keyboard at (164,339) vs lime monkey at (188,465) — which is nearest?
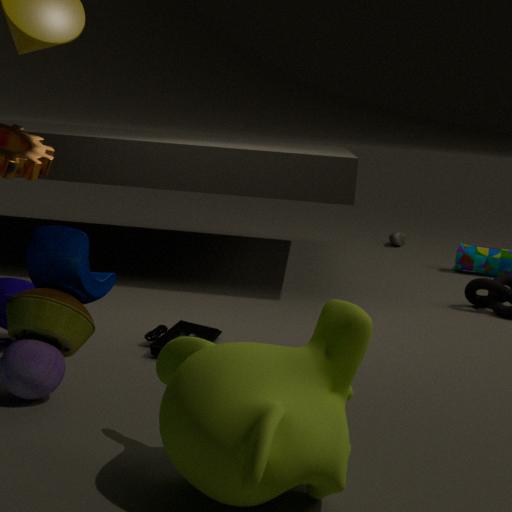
lime monkey at (188,465)
